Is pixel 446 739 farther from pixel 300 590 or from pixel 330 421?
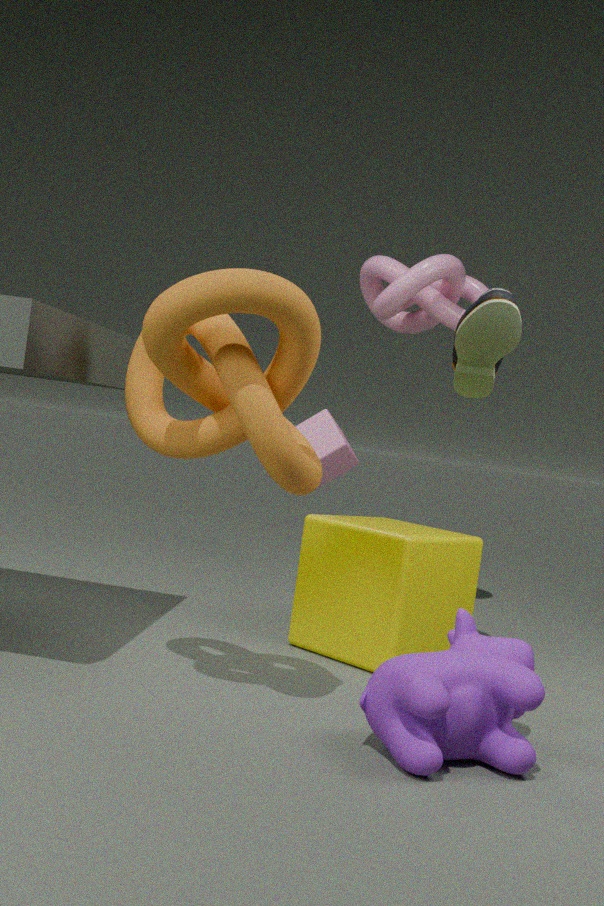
pixel 330 421
